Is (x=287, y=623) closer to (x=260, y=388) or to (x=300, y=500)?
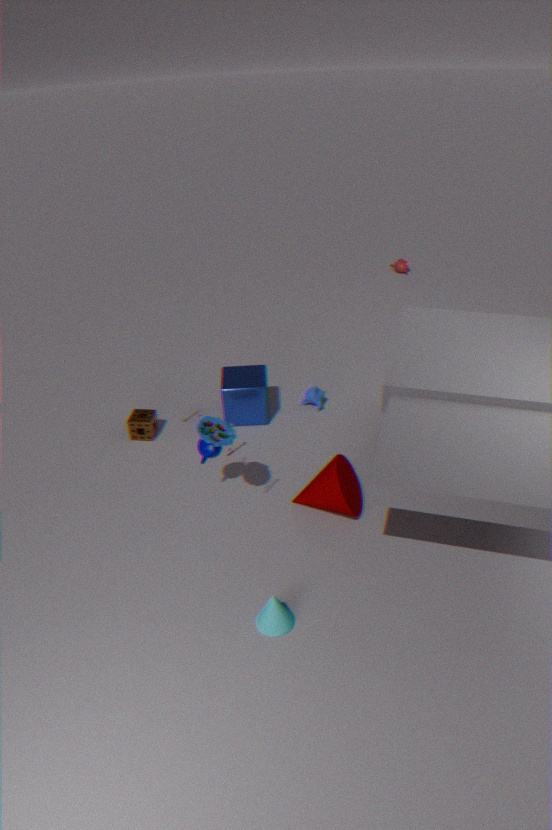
(x=300, y=500)
